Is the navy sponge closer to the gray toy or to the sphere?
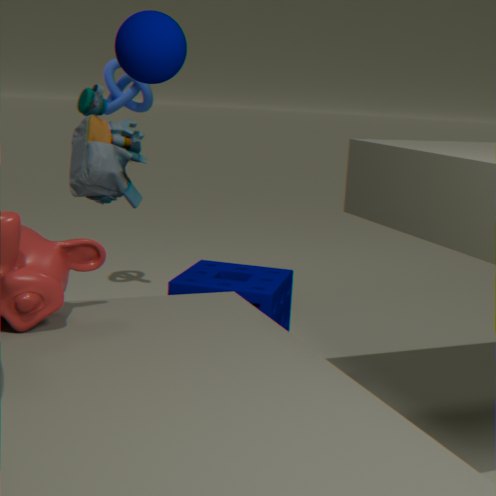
the gray toy
